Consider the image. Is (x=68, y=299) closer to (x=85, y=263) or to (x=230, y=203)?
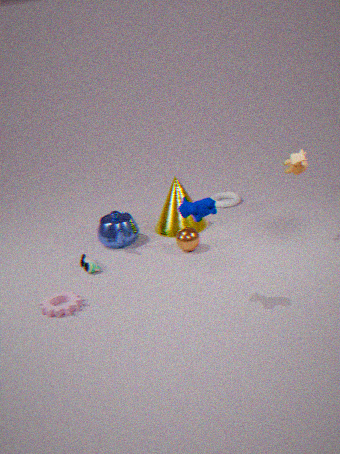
(x=85, y=263)
